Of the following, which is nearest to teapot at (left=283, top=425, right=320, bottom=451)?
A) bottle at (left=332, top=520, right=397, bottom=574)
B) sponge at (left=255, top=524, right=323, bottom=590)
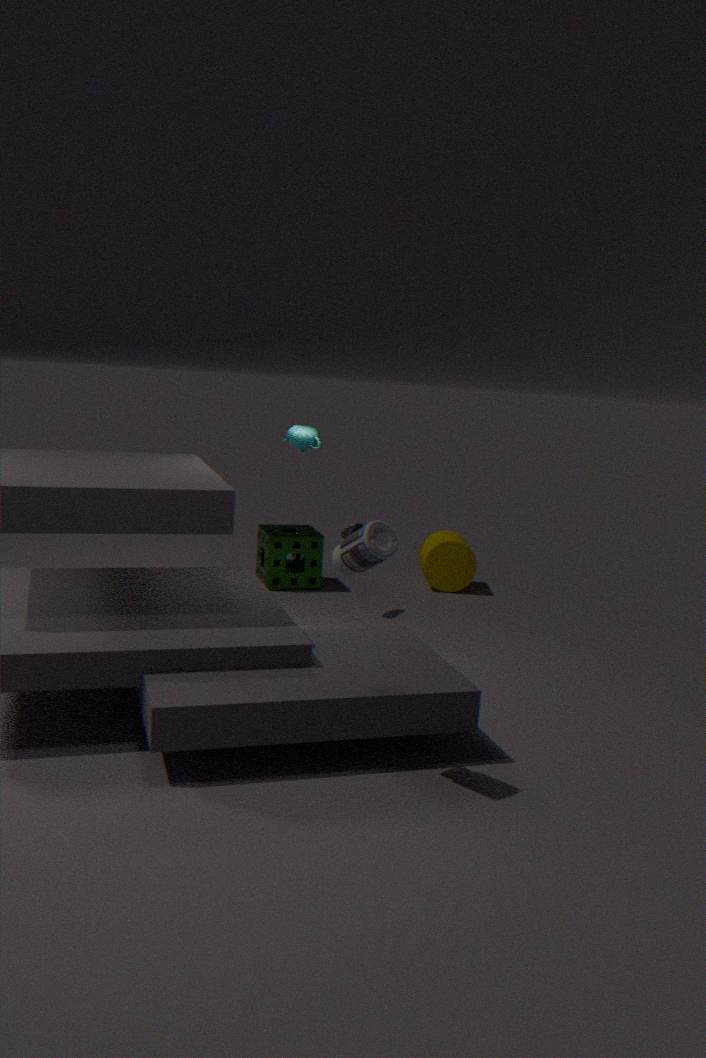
sponge at (left=255, top=524, right=323, bottom=590)
